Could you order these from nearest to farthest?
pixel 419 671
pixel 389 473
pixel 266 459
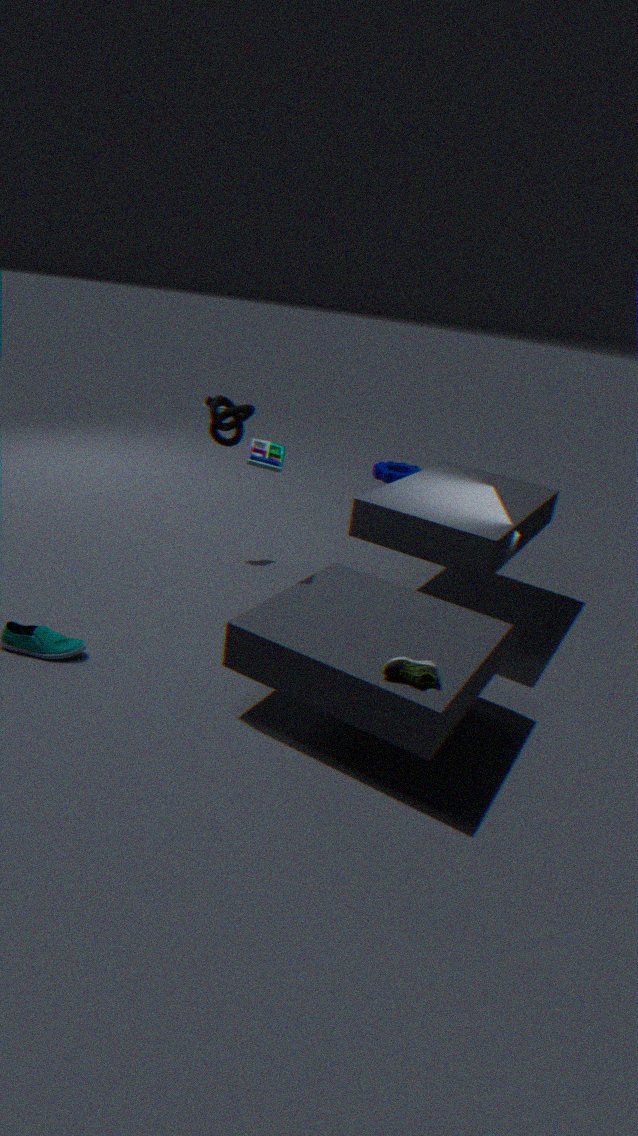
pixel 419 671
pixel 266 459
pixel 389 473
